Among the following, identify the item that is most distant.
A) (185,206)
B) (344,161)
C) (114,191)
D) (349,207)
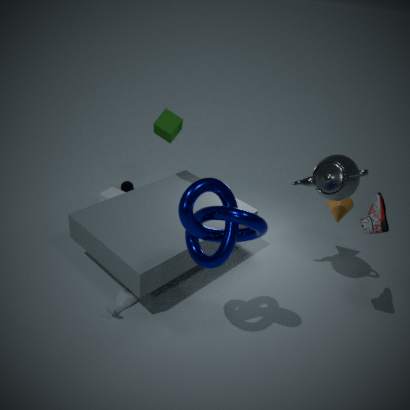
(114,191)
